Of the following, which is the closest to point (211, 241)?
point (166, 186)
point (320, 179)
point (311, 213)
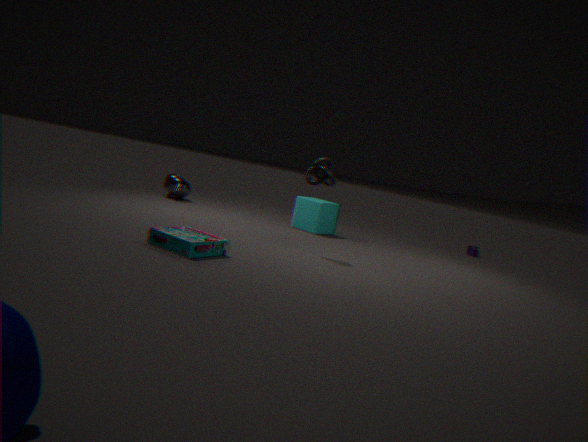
point (320, 179)
